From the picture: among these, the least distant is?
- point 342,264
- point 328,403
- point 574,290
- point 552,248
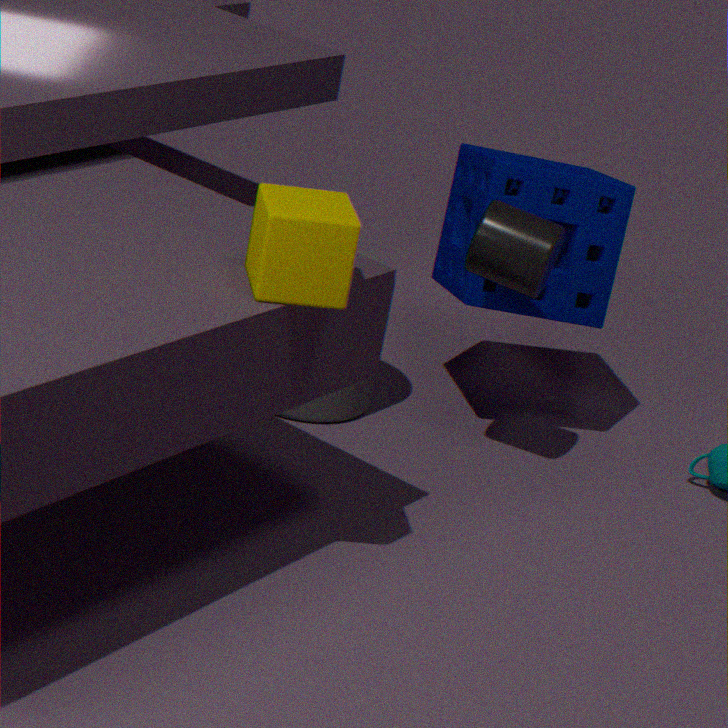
point 342,264
